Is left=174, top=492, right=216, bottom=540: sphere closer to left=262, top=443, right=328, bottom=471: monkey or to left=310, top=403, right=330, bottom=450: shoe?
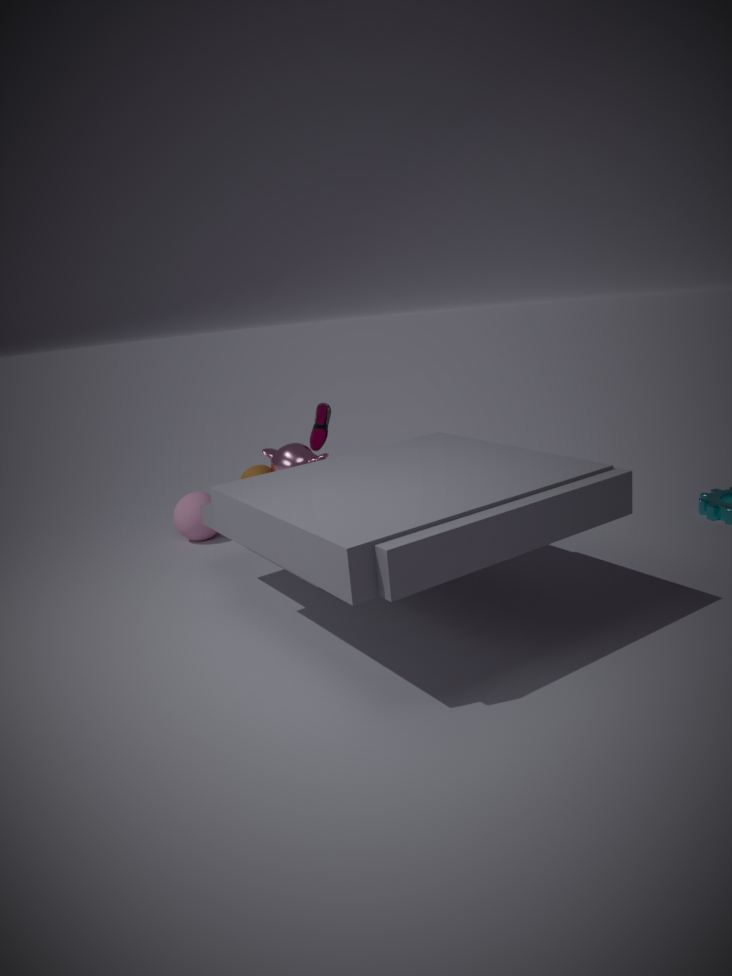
left=262, top=443, right=328, bottom=471: monkey
